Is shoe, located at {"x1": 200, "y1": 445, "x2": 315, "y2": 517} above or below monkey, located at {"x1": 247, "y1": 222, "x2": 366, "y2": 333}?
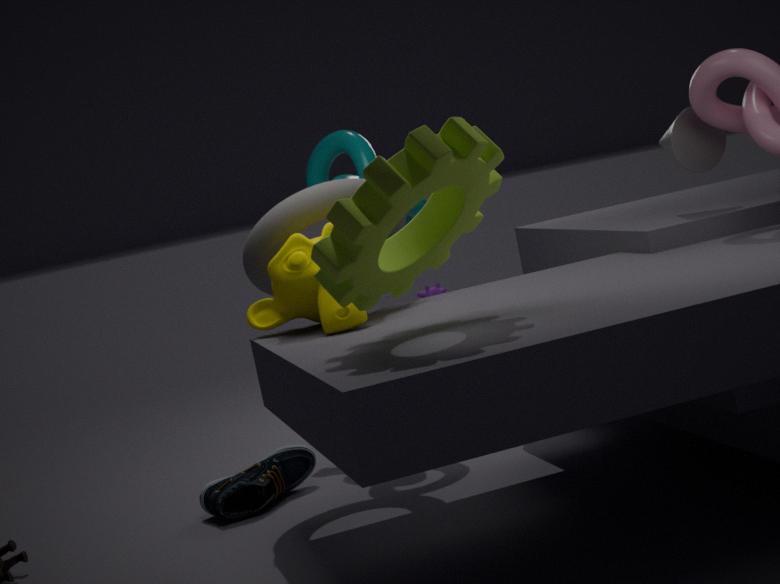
below
